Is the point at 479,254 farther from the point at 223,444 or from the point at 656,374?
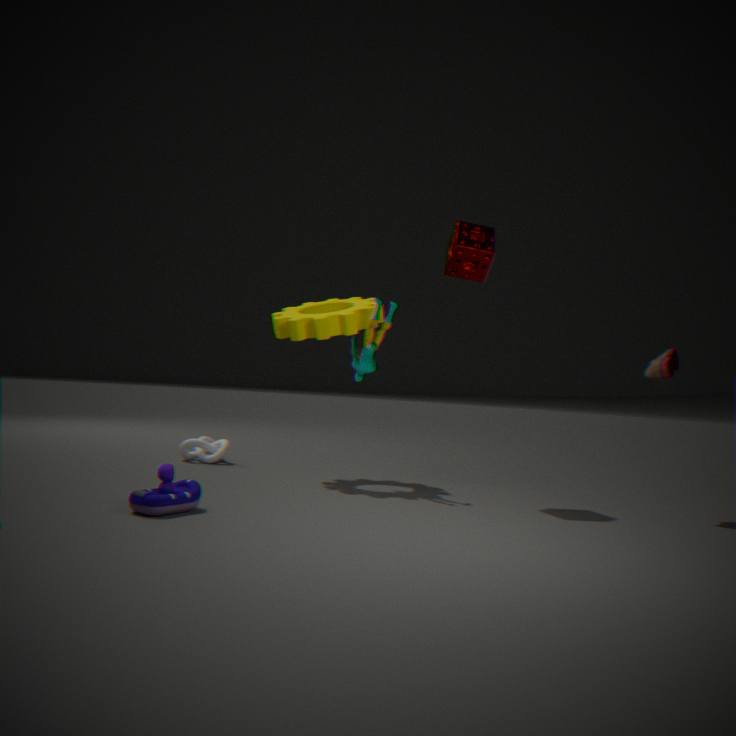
the point at 223,444
